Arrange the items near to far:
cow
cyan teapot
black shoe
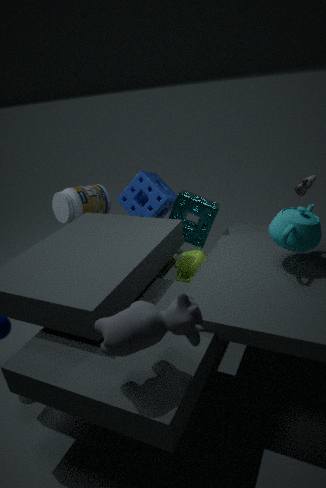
cow → cyan teapot → black shoe
